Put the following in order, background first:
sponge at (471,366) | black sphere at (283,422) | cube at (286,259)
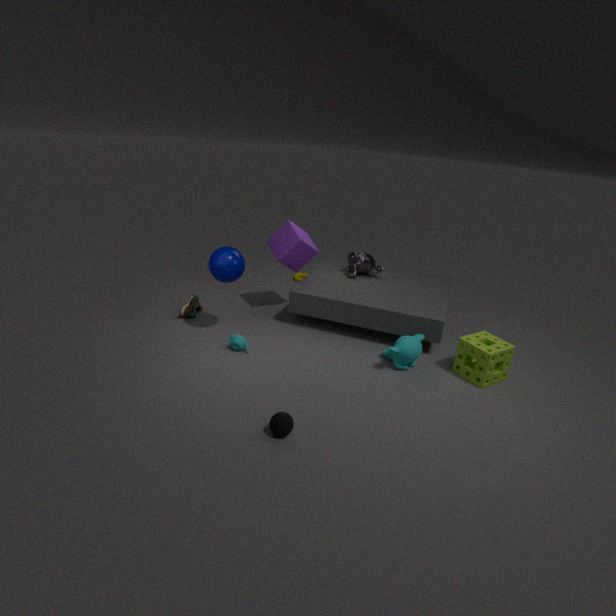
1. cube at (286,259)
2. sponge at (471,366)
3. black sphere at (283,422)
